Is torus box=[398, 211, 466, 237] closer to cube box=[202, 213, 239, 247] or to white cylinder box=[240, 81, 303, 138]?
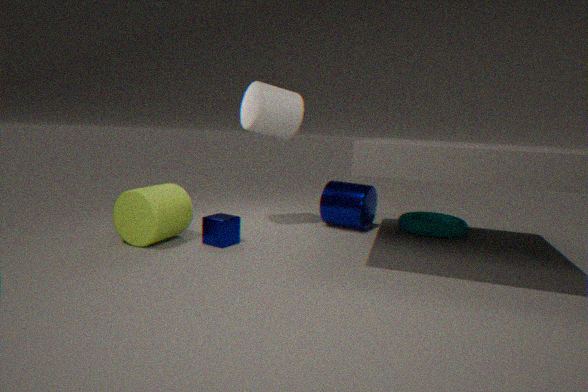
white cylinder box=[240, 81, 303, 138]
